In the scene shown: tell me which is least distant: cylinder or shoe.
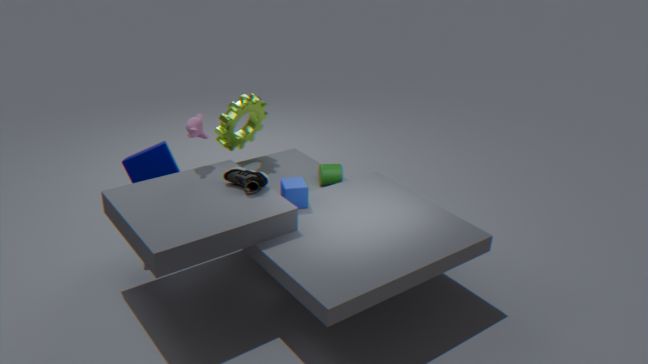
shoe
